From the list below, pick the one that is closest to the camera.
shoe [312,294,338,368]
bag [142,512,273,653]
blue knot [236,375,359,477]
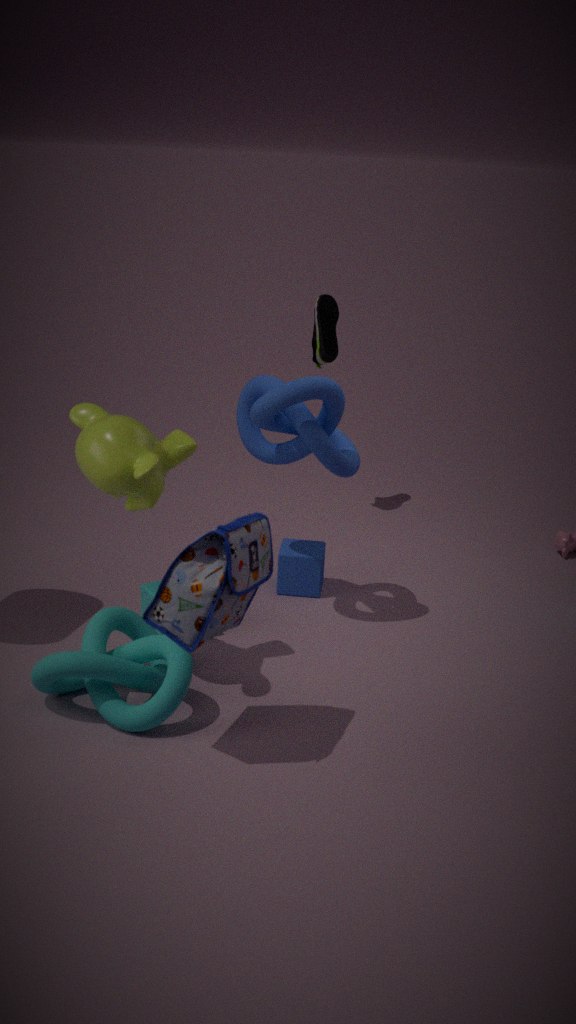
bag [142,512,273,653]
